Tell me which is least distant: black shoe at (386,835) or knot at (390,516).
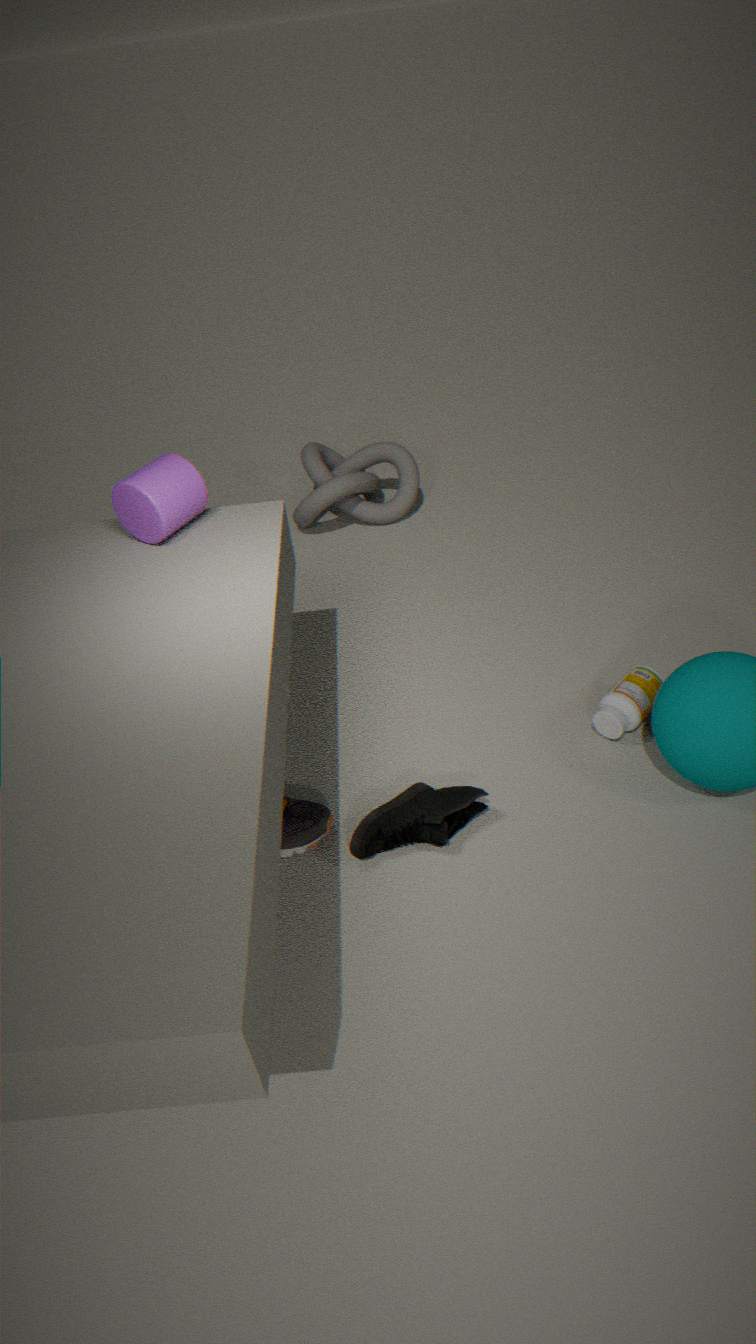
black shoe at (386,835)
